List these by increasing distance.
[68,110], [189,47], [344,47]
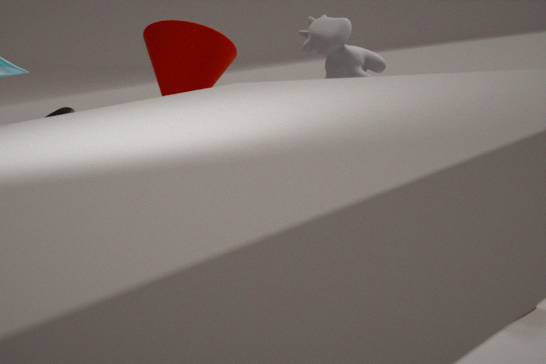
[68,110] → [189,47] → [344,47]
